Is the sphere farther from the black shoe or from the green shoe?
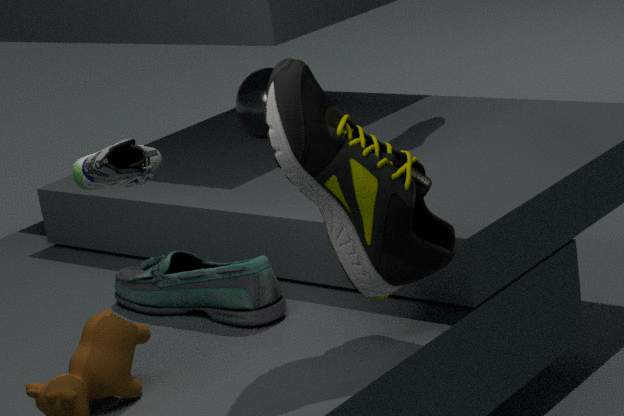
the black shoe
